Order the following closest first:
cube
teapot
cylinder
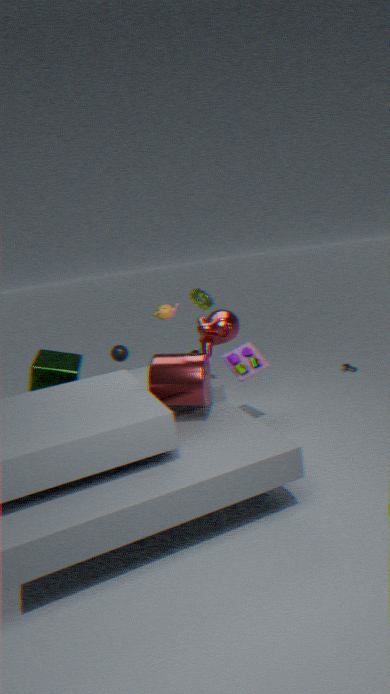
cylinder < cube < teapot
